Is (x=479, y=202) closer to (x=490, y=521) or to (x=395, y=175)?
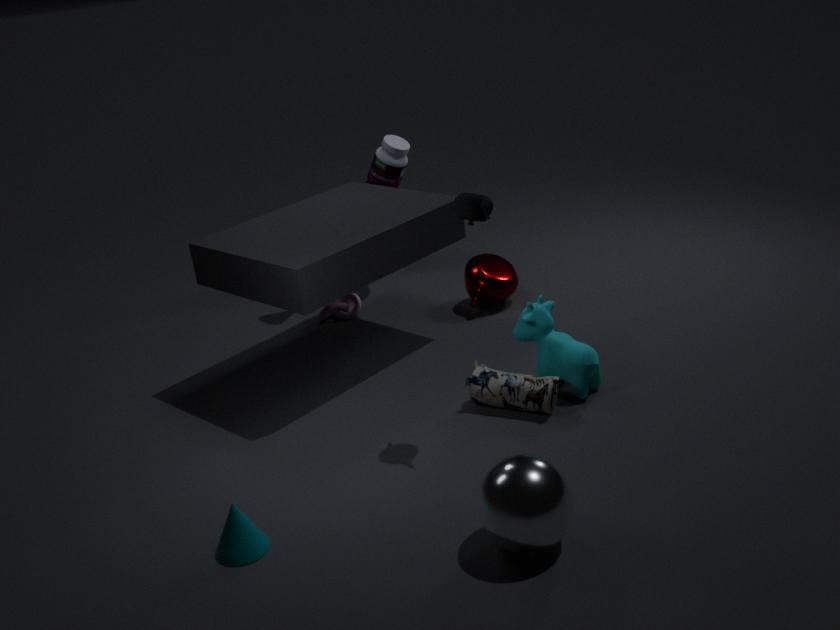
(x=490, y=521)
